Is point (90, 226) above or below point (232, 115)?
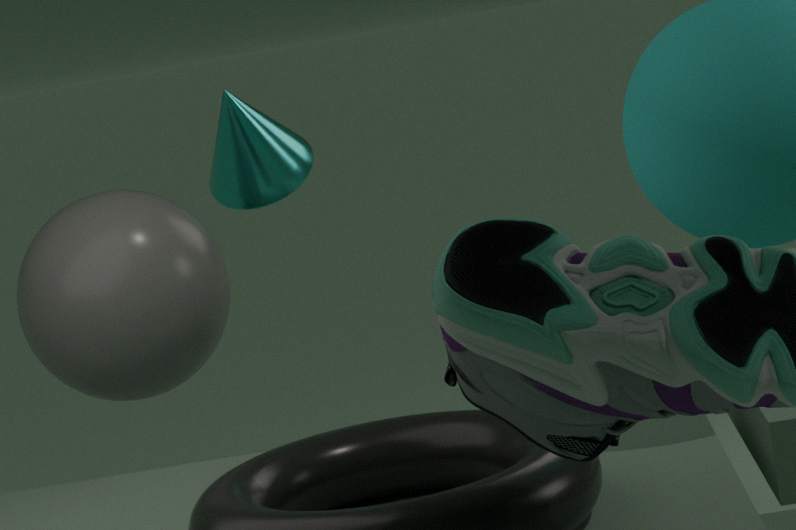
below
